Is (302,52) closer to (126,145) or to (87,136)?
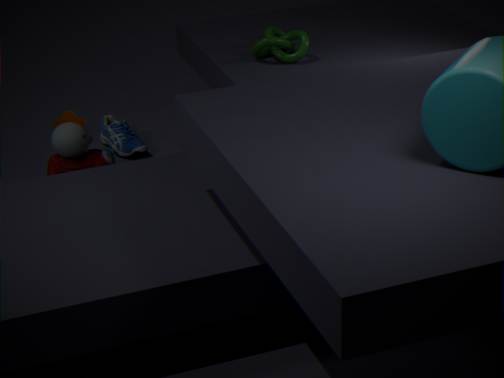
(126,145)
